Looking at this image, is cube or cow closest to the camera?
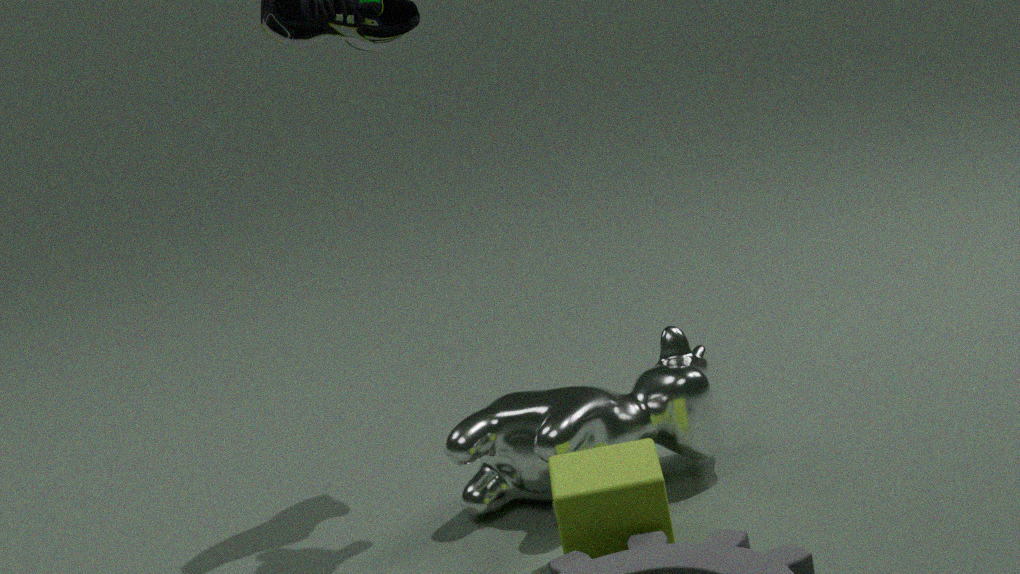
cube
